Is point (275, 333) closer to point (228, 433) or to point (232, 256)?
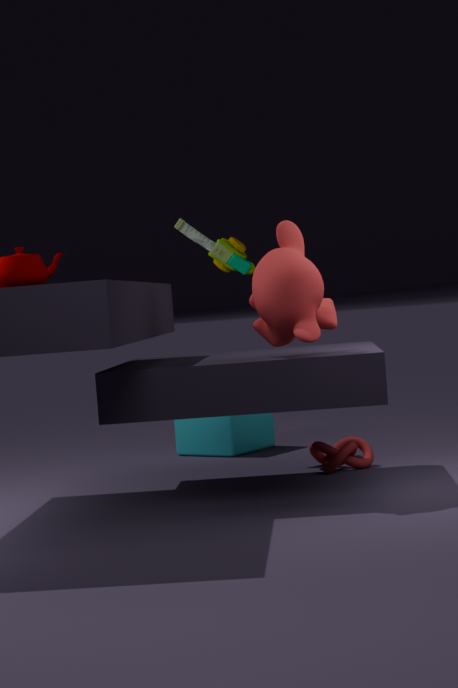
point (232, 256)
